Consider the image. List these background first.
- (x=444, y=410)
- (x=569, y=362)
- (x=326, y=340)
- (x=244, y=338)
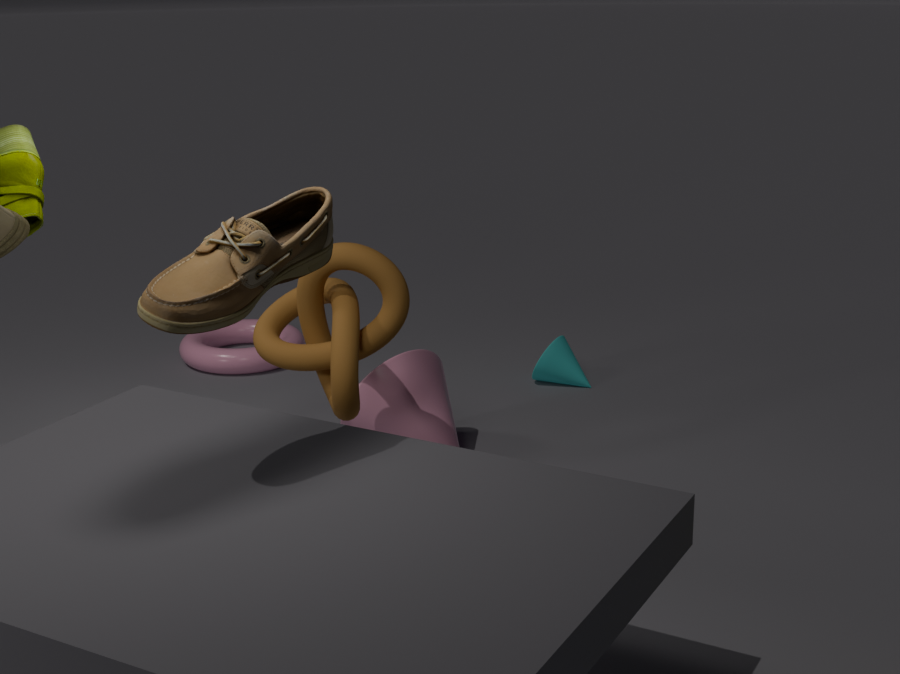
(x=244, y=338)
(x=569, y=362)
(x=444, y=410)
(x=326, y=340)
